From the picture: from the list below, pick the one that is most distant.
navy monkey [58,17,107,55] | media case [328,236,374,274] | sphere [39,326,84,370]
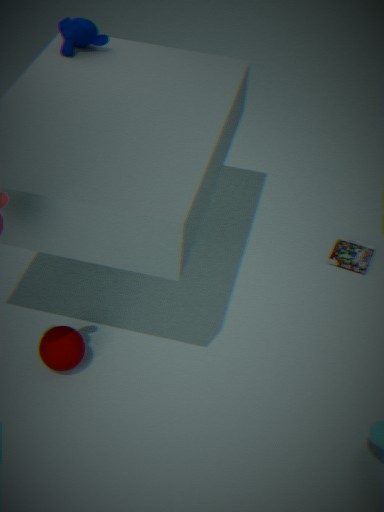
media case [328,236,374,274]
